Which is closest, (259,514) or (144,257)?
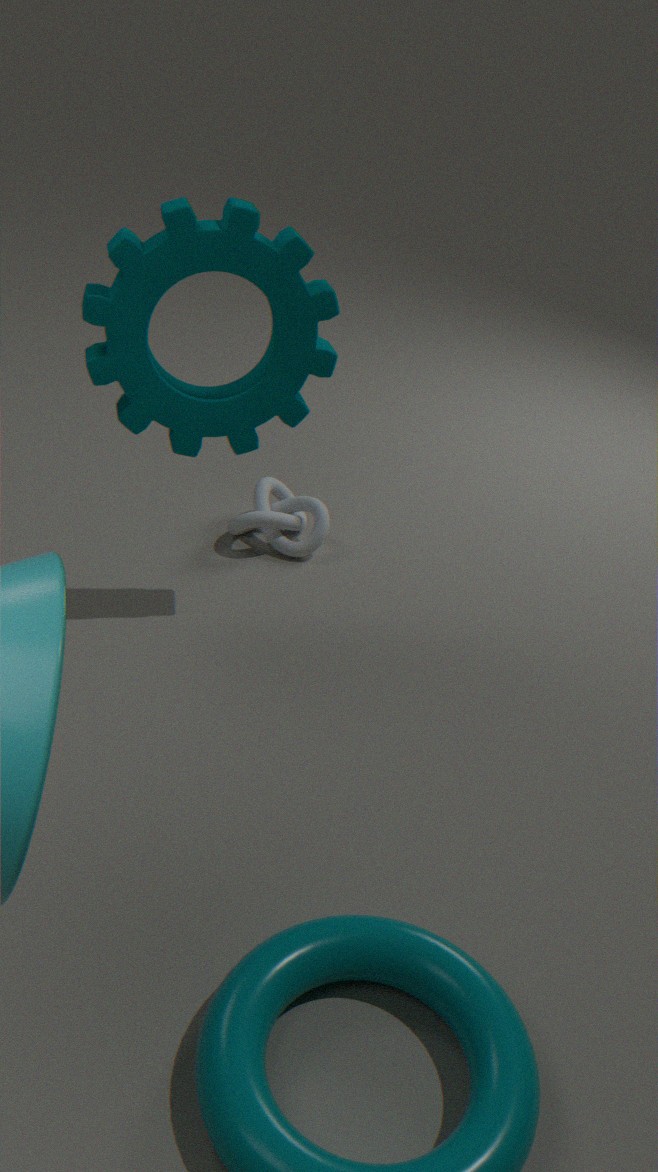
(144,257)
